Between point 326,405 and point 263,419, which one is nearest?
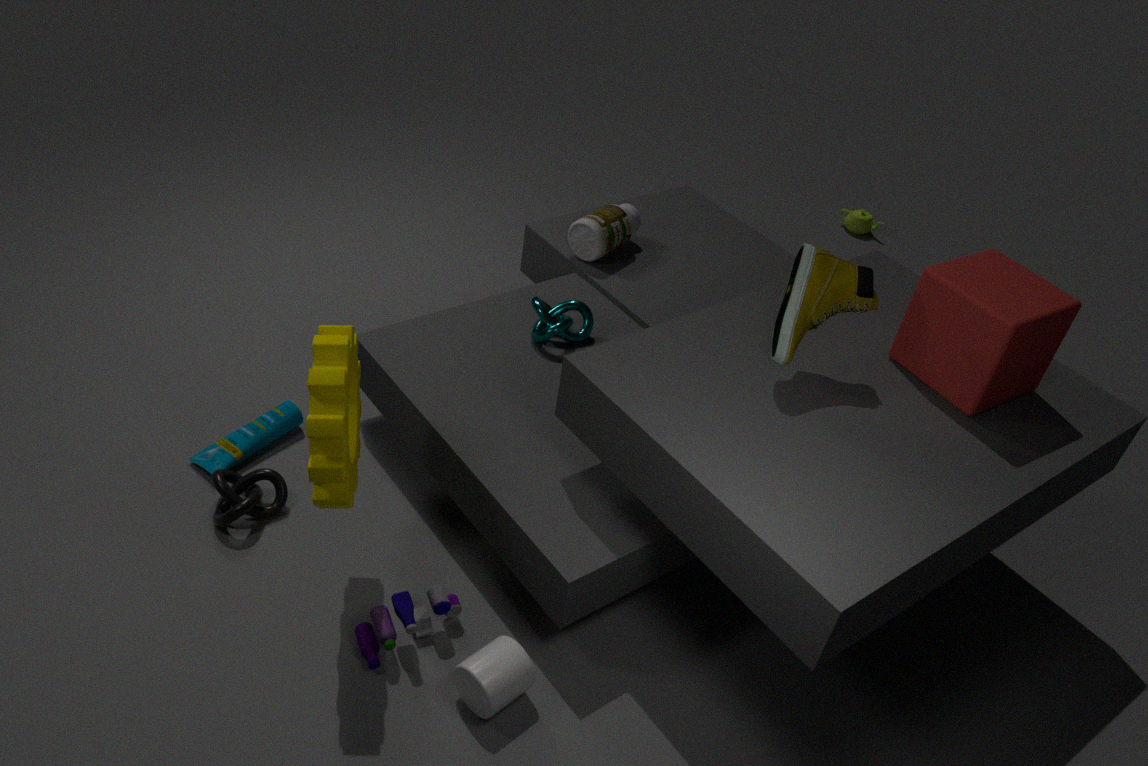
point 326,405
